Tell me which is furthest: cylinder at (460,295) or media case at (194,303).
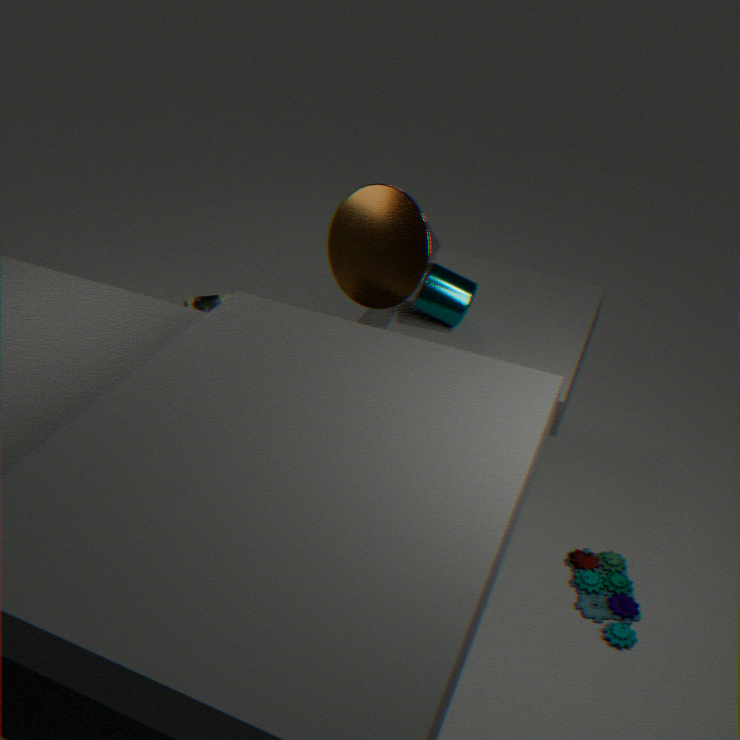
media case at (194,303)
